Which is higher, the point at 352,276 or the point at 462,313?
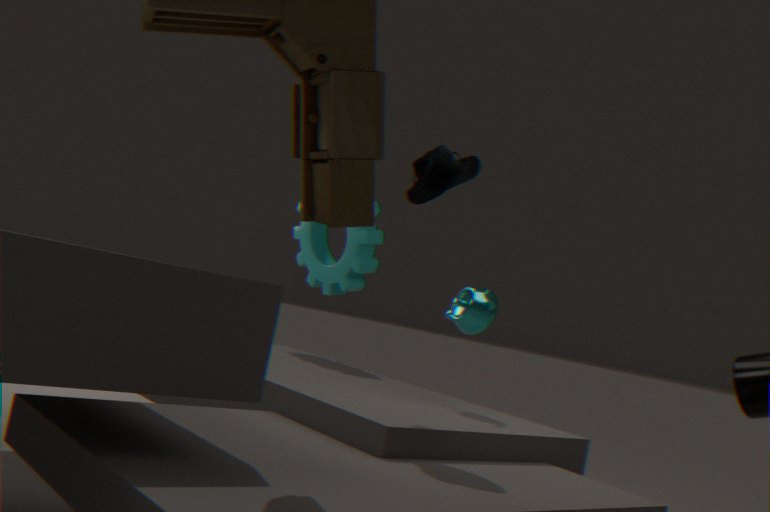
the point at 352,276
